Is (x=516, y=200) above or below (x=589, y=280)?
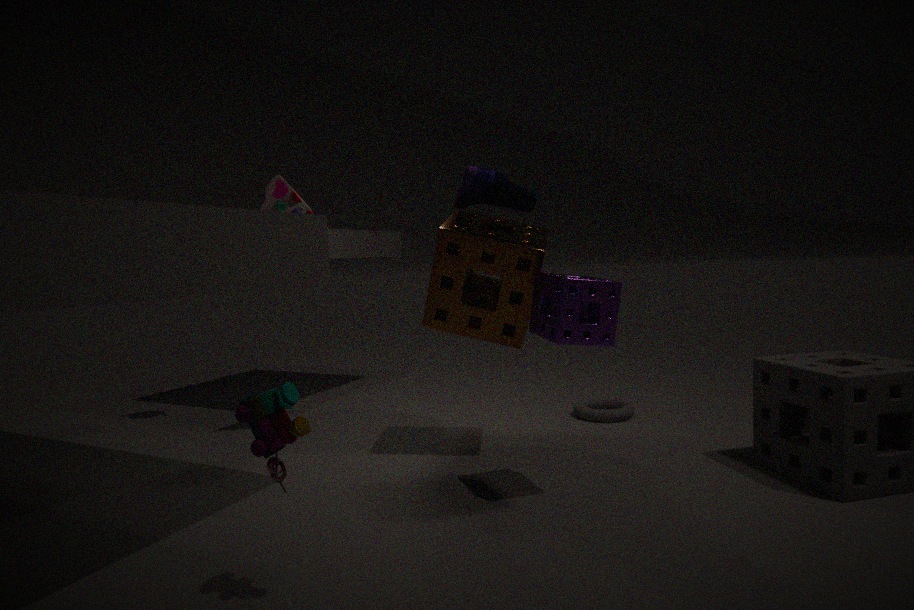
above
